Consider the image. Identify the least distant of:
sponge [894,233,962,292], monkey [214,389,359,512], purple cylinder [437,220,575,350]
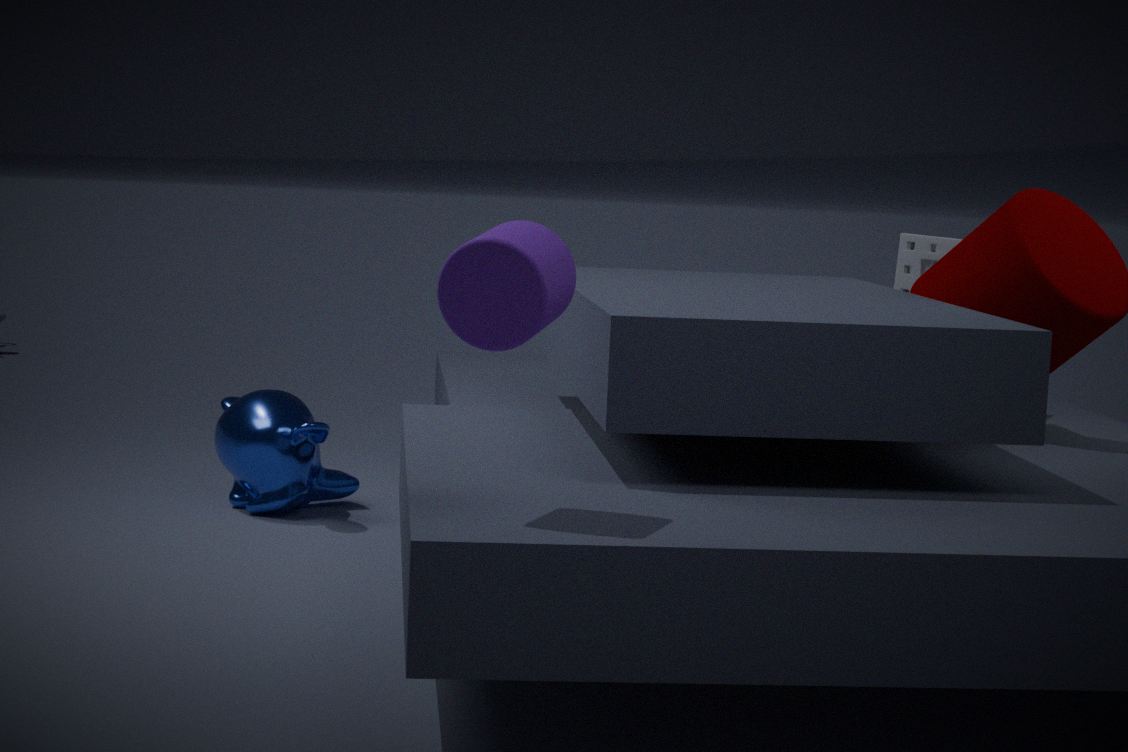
purple cylinder [437,220,575,350]
